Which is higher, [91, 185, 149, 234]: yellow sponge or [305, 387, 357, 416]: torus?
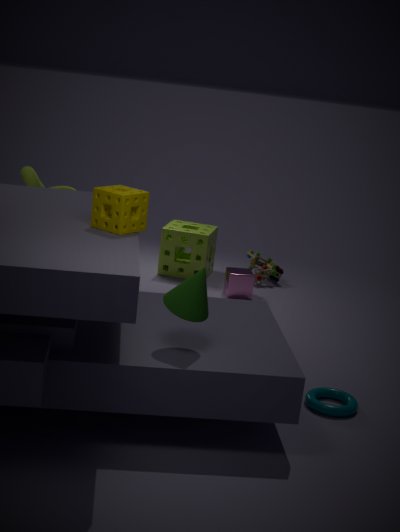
[91, 185, 149, 234]: yellow sponge
